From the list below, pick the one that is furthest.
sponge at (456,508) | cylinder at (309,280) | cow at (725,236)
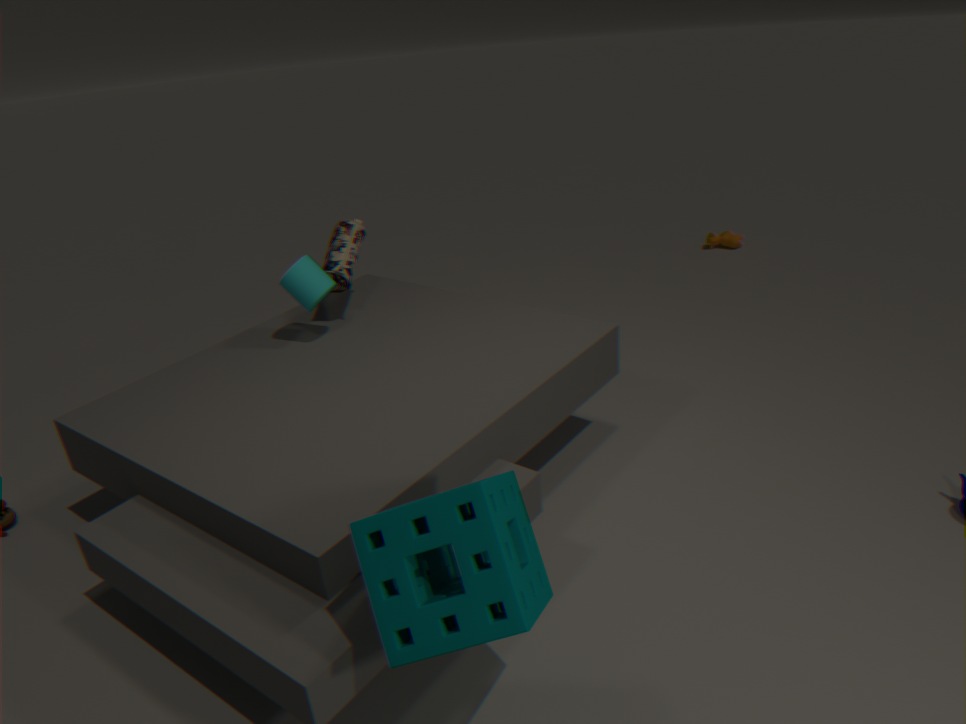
cow at (725,236)
